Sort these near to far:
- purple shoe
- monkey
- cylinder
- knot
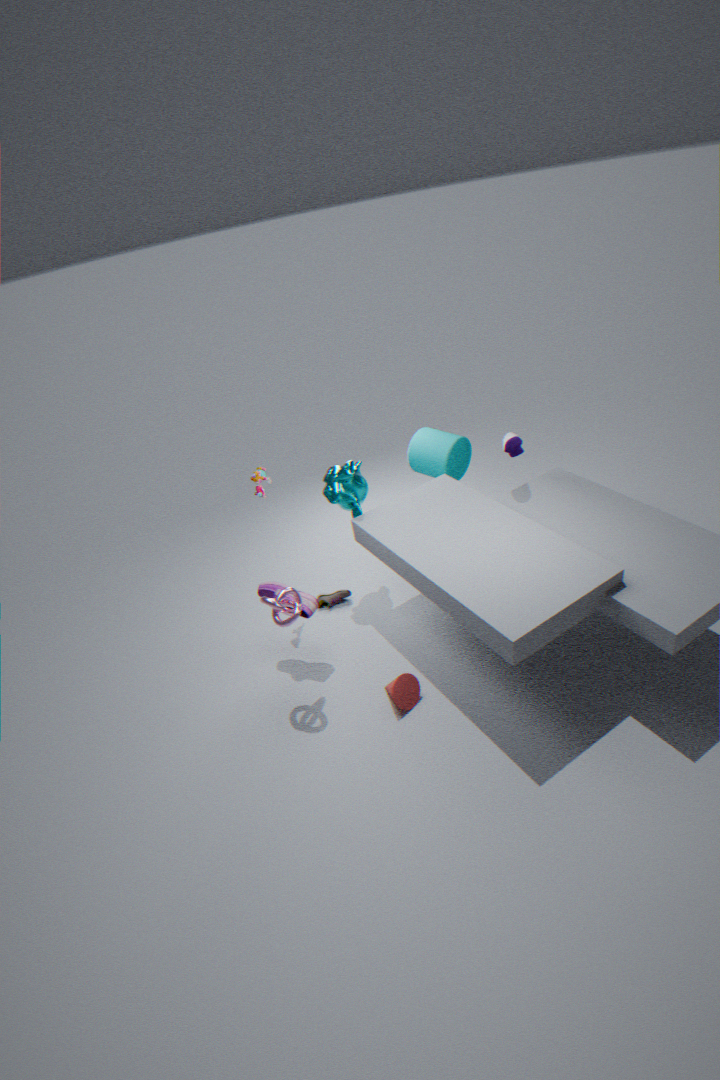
knot, purple shoe, monkey, cylinder
